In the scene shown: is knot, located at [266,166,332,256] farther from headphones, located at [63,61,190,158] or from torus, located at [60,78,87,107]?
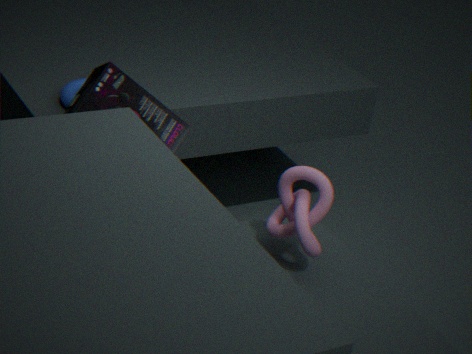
torus, located at [60,78,87,107]
